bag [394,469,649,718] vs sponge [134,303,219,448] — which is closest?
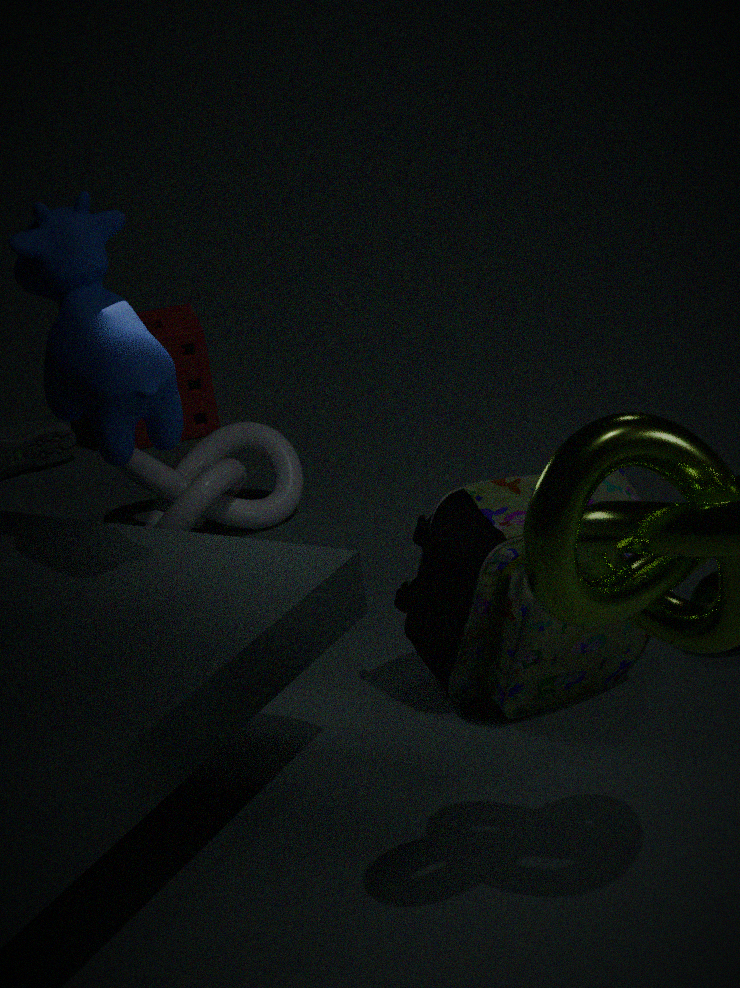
bag [394,469,649,718]
